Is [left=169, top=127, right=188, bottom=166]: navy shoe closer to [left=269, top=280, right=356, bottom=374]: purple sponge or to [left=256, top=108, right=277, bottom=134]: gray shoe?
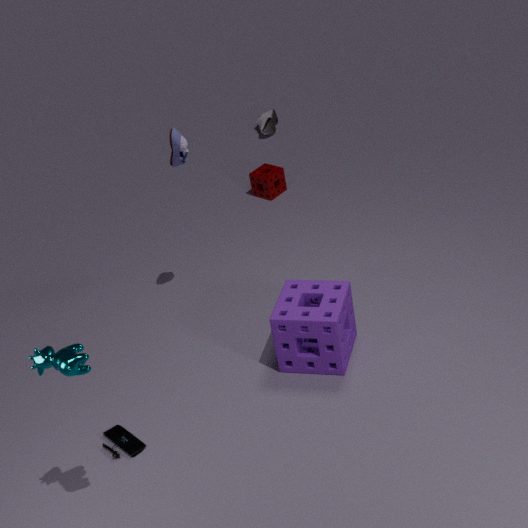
[left=269, top=280, right=356, bottom=374]: purple sponge
